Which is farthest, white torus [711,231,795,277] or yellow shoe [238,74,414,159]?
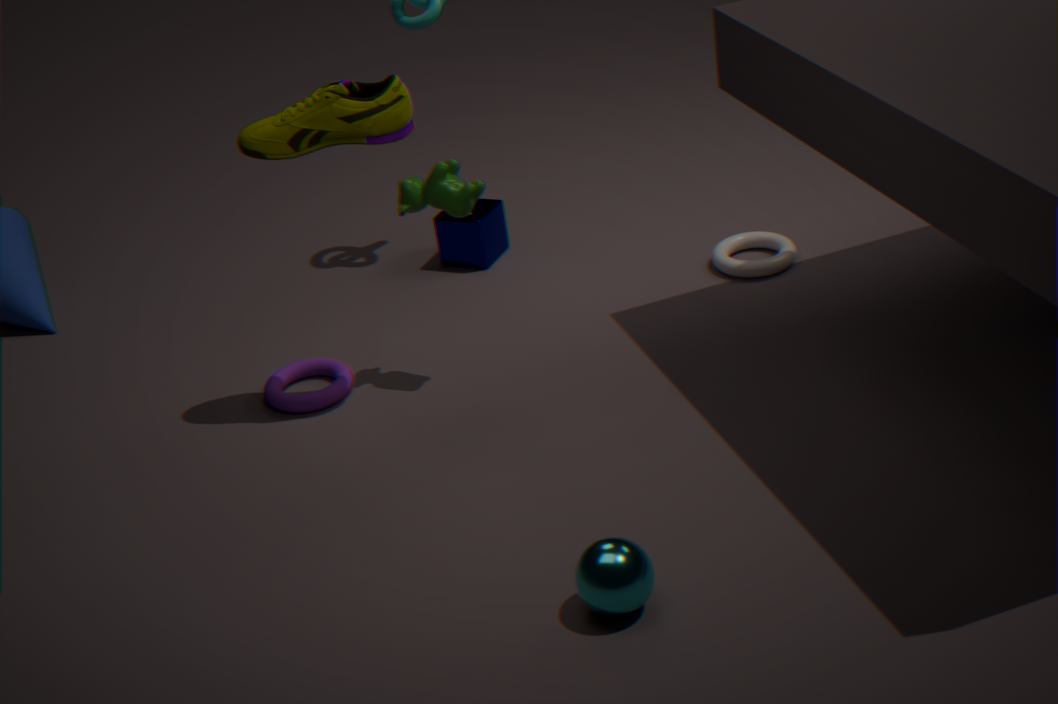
white torus [711,231,795,277]
